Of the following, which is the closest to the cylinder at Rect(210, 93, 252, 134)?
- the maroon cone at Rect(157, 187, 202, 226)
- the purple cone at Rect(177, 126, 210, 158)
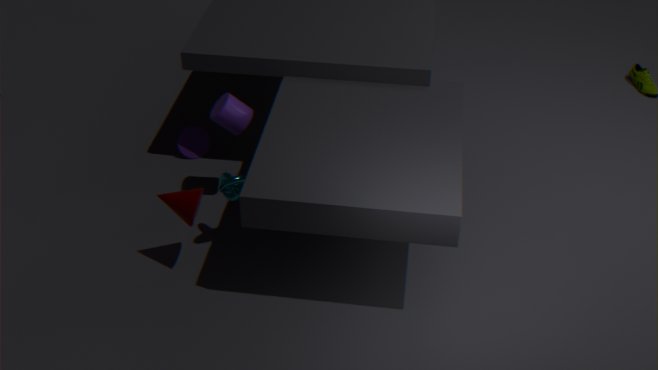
the maroon cone at Rect(157, 187, 202, 226)
